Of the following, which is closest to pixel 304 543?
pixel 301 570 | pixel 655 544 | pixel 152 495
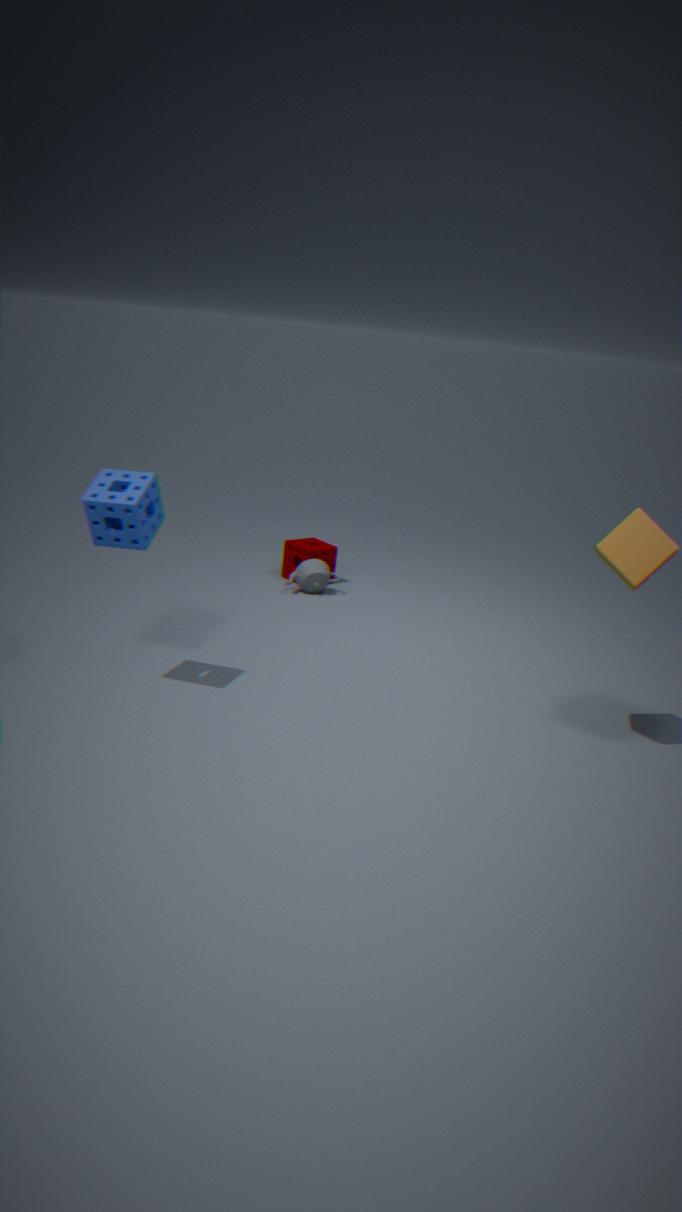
pixel 301 570
